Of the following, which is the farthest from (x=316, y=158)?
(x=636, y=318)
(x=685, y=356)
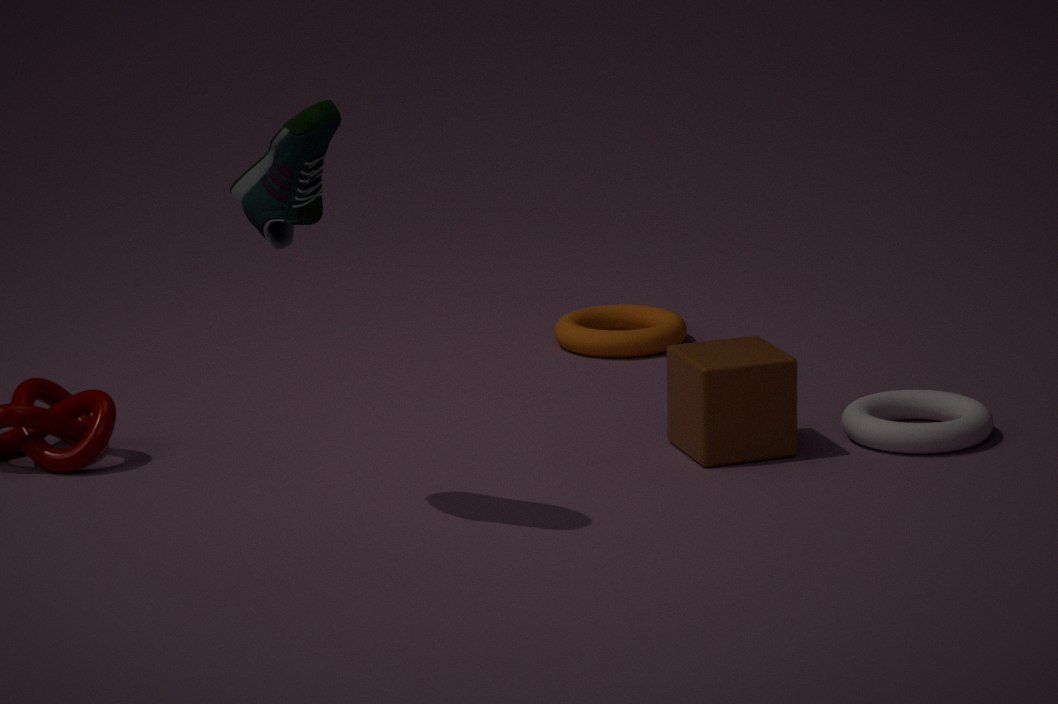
(x=636, y=318)
